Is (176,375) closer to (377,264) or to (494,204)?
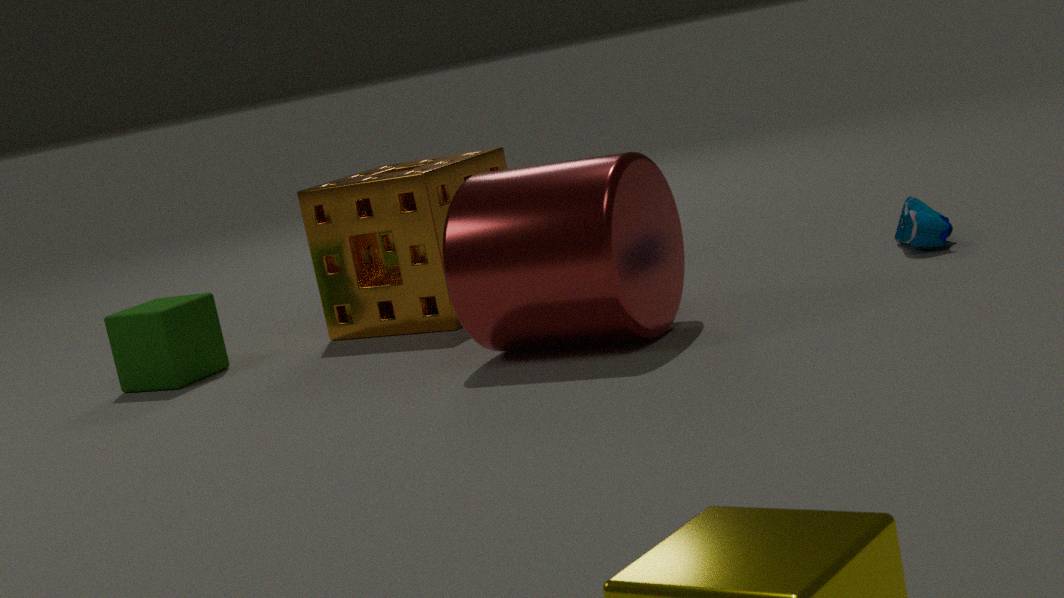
(377,264)
